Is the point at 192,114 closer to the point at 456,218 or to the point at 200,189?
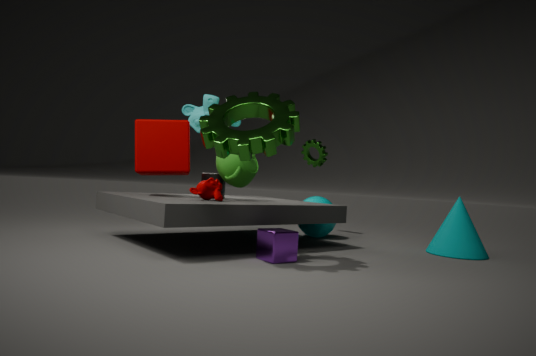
the point at 200,189
